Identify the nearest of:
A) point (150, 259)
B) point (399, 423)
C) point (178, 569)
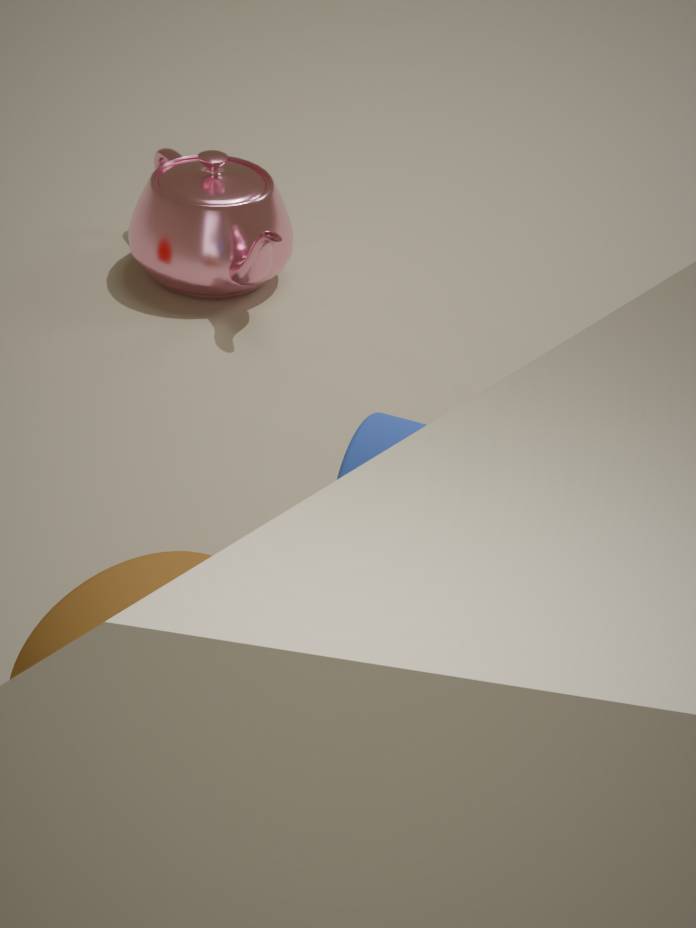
point (178, 569)
